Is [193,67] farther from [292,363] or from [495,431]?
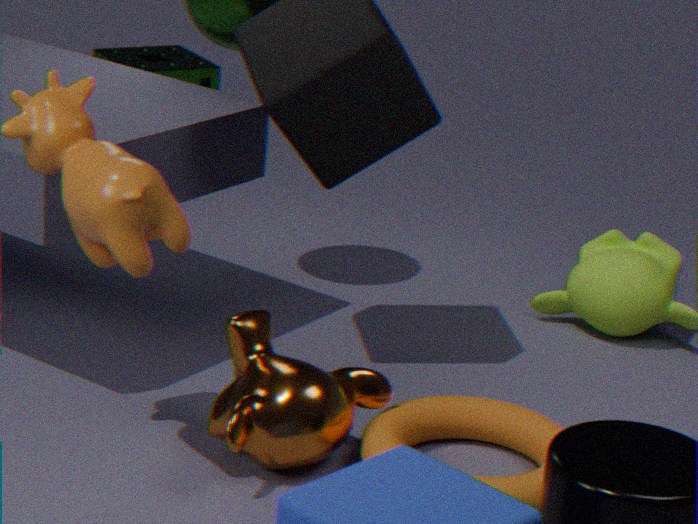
[495,431]
